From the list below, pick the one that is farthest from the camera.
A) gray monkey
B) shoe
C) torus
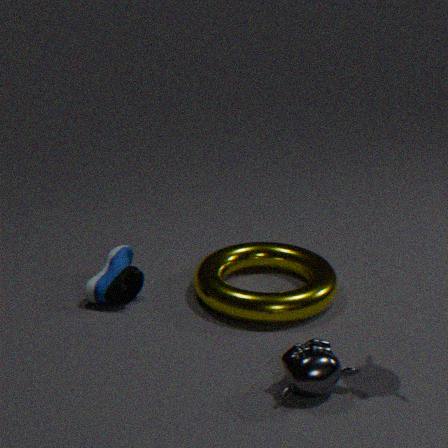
shoe
